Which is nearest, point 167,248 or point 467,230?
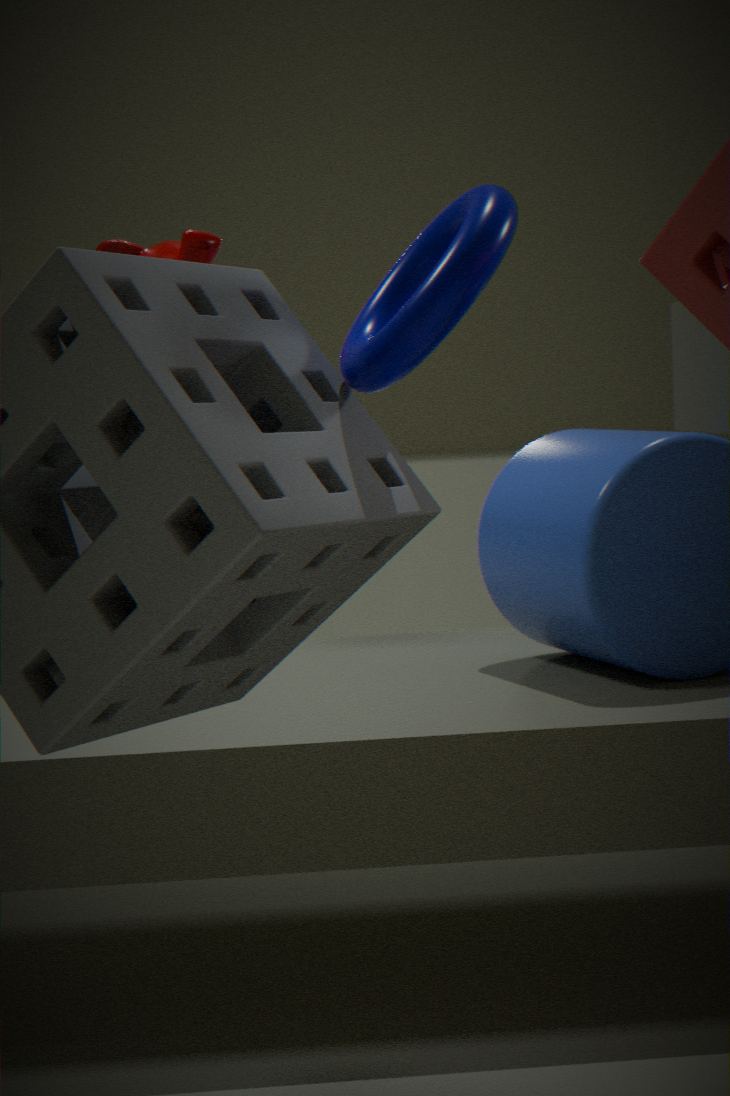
point 467,230
